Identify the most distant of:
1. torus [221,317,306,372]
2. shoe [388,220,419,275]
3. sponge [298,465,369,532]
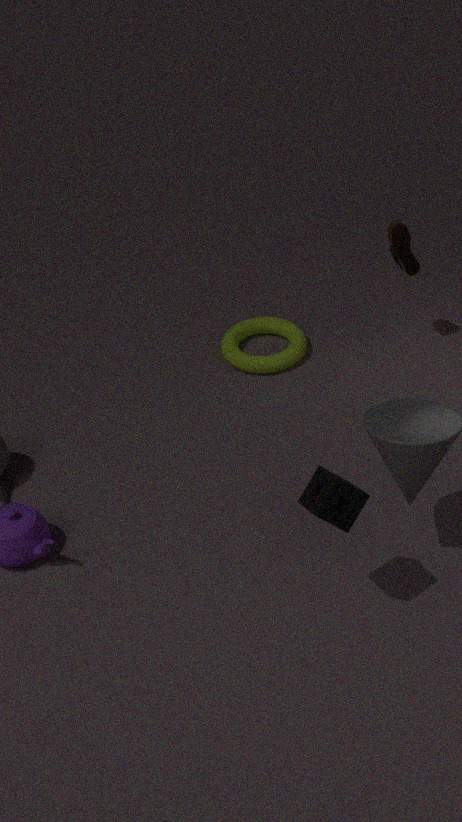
torus [221,317,306,372]
